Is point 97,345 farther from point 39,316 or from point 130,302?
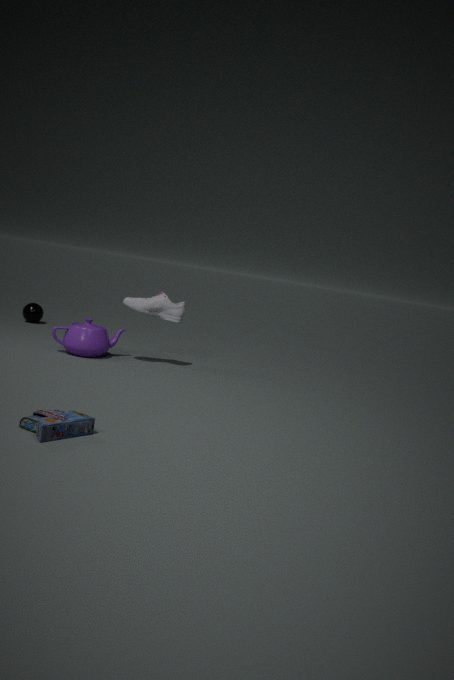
point 39,316
